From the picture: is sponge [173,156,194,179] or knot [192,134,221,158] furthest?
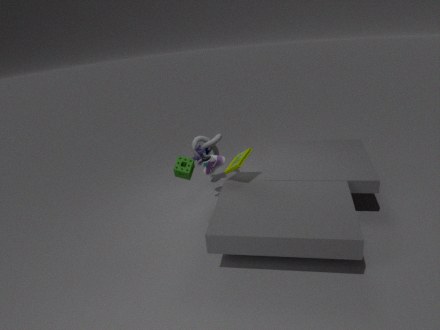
knot [192,134,221,158]
